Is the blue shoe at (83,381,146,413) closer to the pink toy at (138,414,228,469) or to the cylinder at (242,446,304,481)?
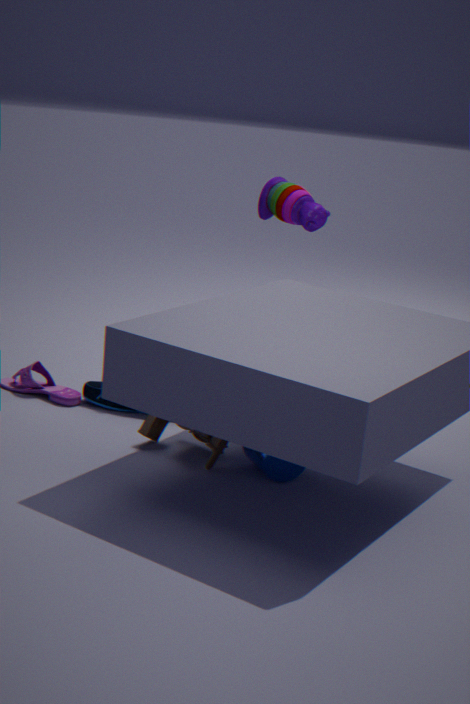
the pink toy at (138,414,228,469)
